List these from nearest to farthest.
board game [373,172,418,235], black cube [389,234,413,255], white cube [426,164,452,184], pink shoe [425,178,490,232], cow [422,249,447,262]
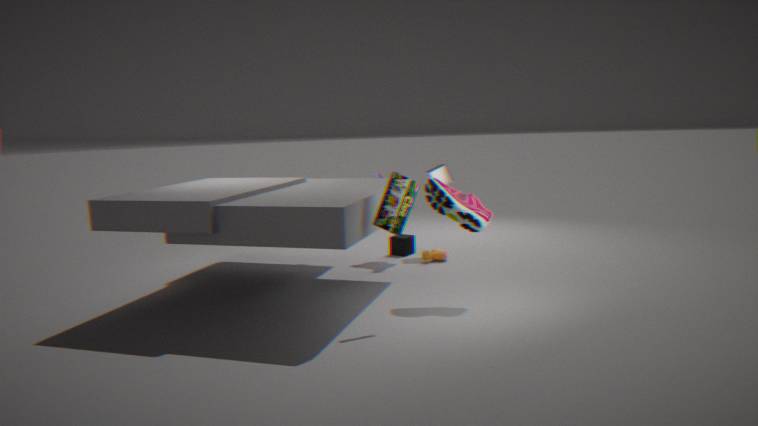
board game [373,172,418,235]
pink shoe [425,178,490,232]
cow [422,249,447,262]
white cube [426,164,452,184]
black cube [389,234,413,255]
